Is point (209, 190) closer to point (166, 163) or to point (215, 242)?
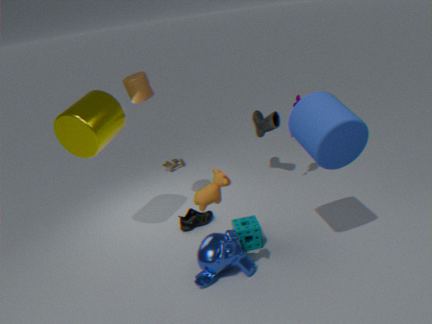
point (215, 242)
